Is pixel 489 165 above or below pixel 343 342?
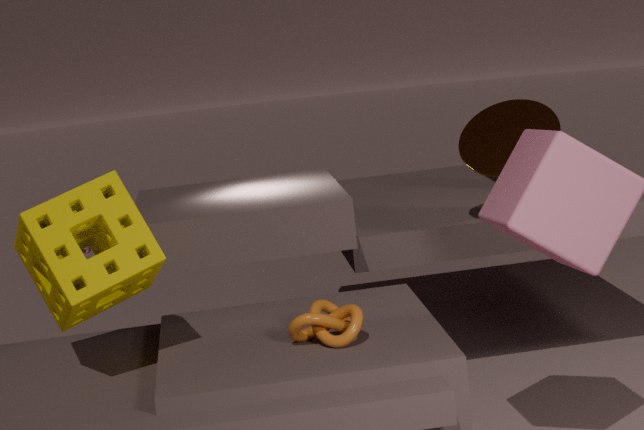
above
